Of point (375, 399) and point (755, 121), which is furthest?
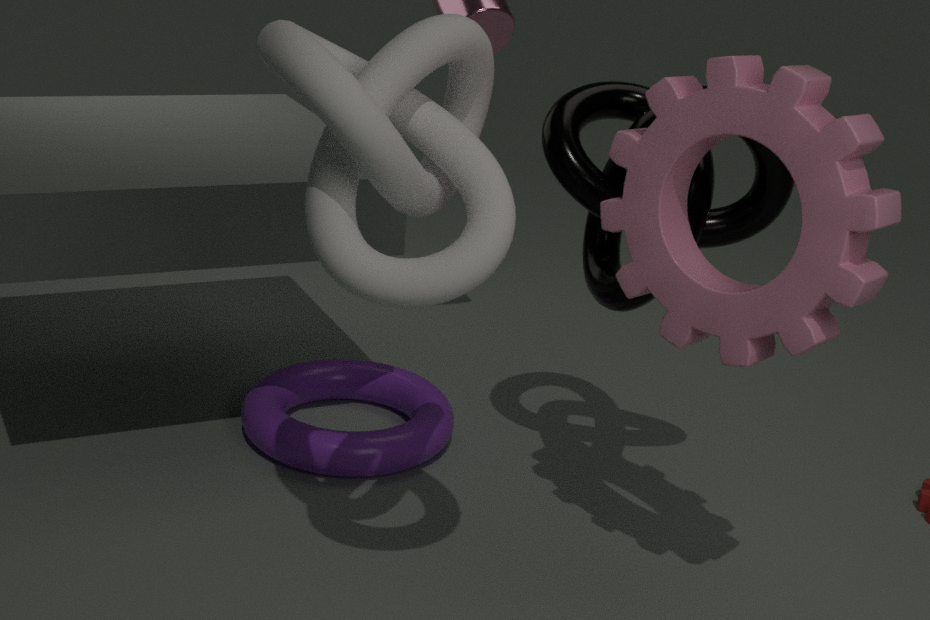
point (375, 399)
